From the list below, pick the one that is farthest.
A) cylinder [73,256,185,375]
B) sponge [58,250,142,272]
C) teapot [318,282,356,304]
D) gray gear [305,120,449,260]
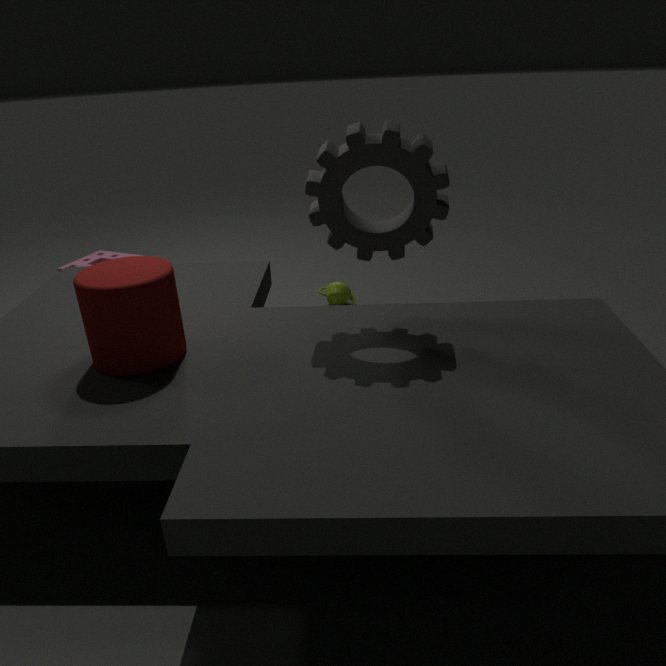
teapot [318,282,356,304]
